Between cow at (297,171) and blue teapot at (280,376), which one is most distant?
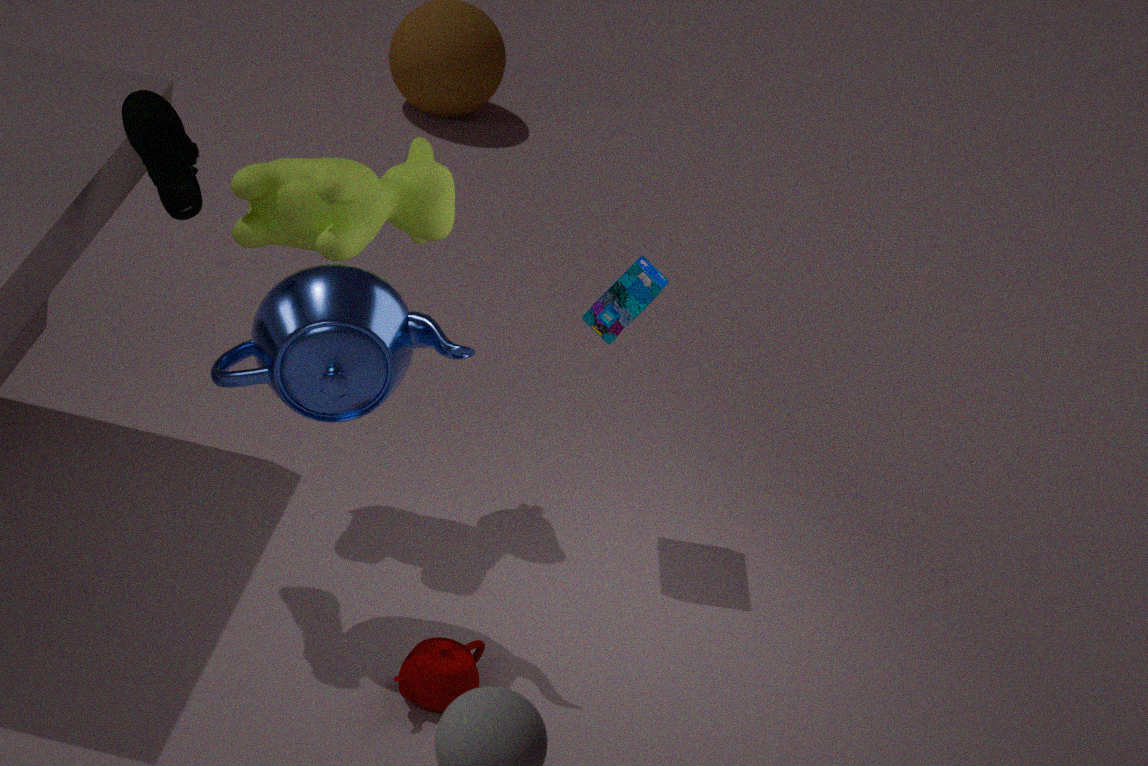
cow at (297,171)
